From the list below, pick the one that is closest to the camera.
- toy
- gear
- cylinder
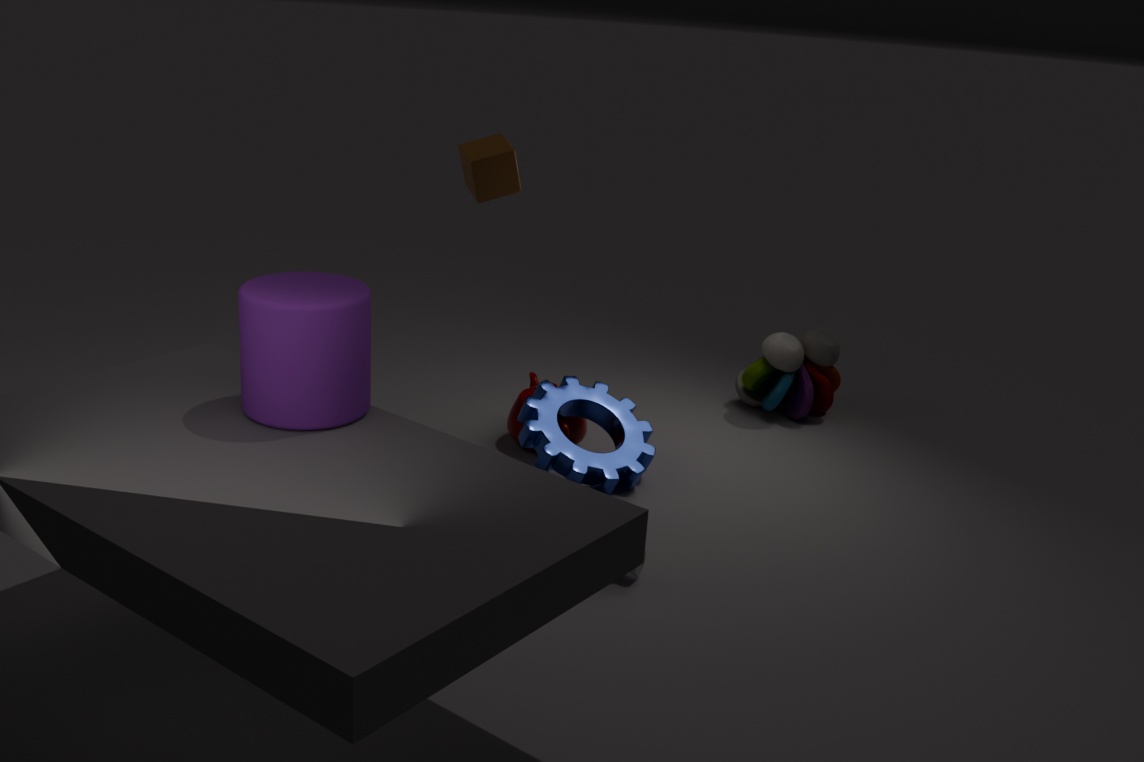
cylinder
